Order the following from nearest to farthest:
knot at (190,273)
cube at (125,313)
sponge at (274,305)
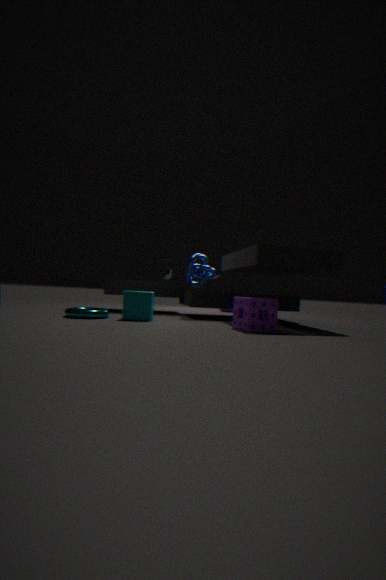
1. sponge at (274,305)
2. cube at (125,313)
3. knot at (190,273)
